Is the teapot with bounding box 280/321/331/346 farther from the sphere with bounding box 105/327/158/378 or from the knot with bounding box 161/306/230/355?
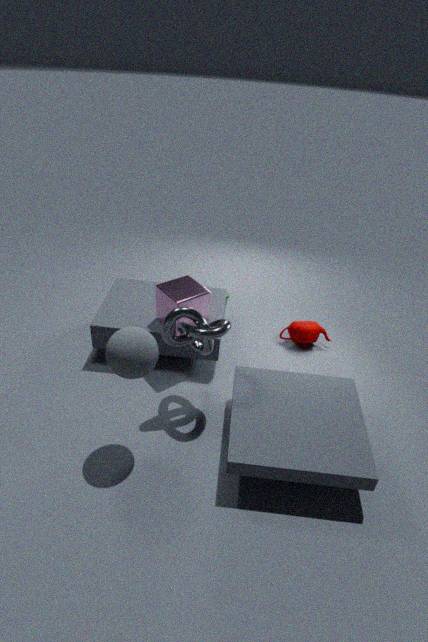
the sphere with bounding box 105/327/158/378
